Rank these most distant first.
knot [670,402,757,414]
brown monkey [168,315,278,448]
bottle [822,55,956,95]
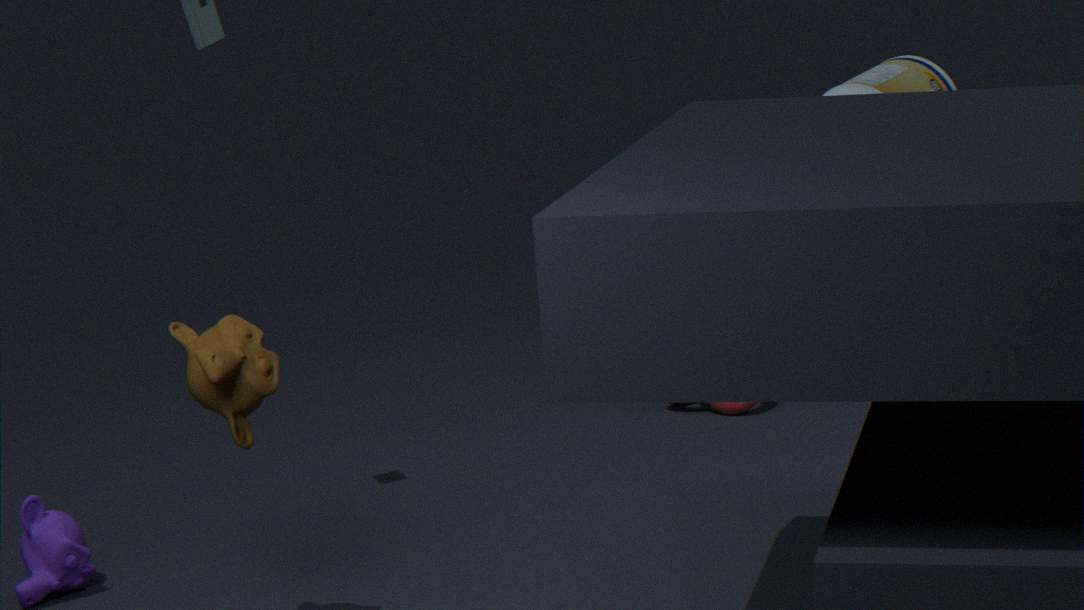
1. knot [670,402,757,414]
2. bottle [822,55,956,95]
3. brown monkey [168,315,278,448]
